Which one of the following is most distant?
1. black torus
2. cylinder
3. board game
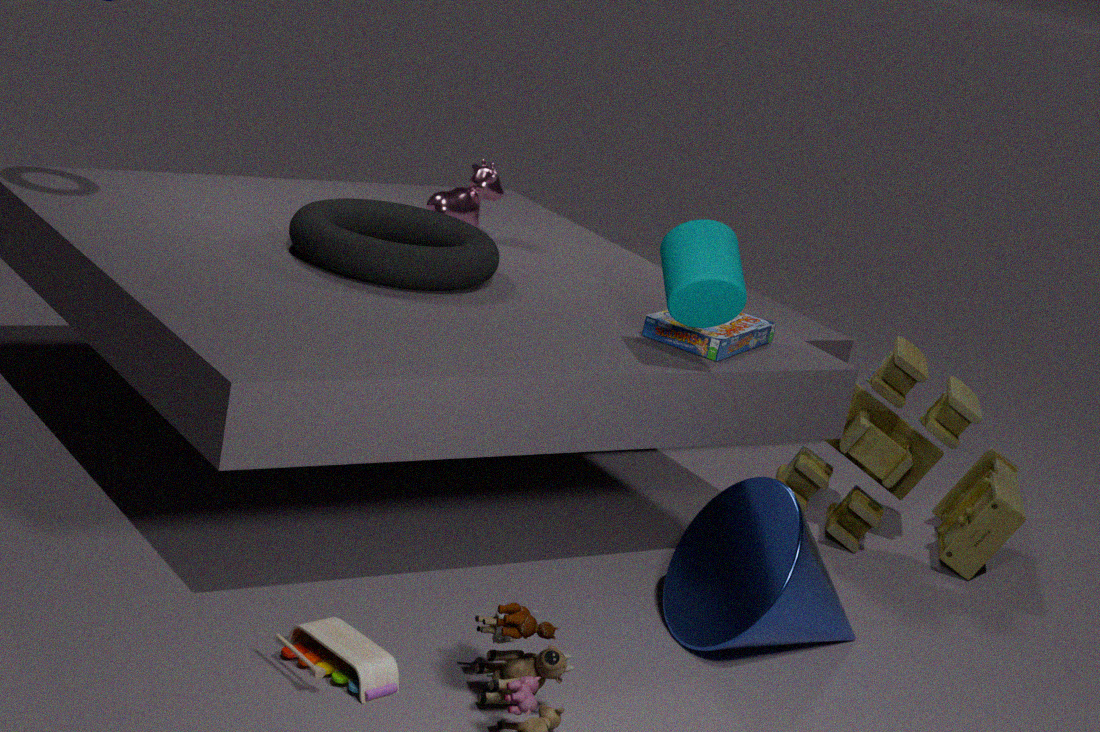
black torus
